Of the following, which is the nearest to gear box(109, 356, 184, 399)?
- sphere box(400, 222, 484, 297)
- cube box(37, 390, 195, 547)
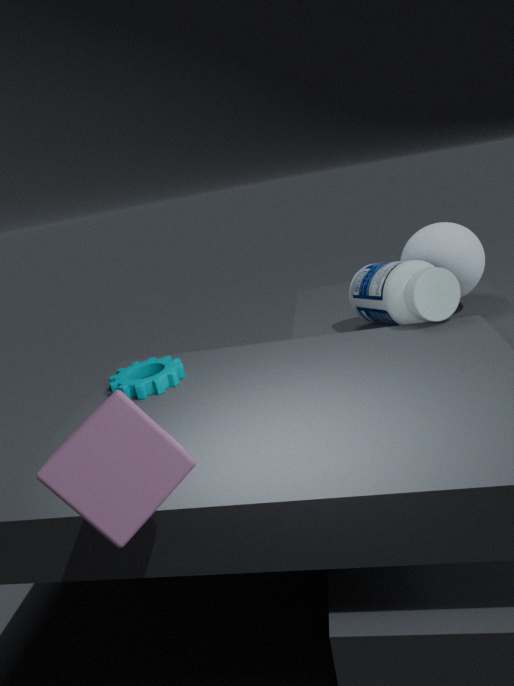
cube box(37, 390, 195, 547)
